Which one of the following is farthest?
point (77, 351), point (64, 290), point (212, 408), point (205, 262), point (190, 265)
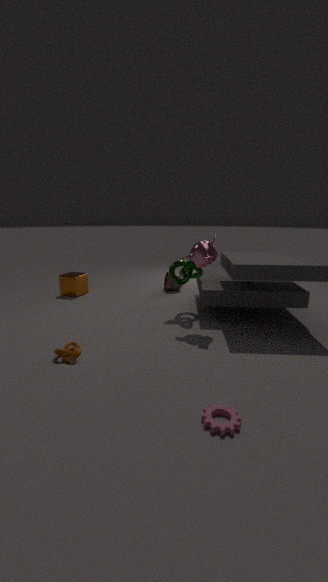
point (64, 290)
